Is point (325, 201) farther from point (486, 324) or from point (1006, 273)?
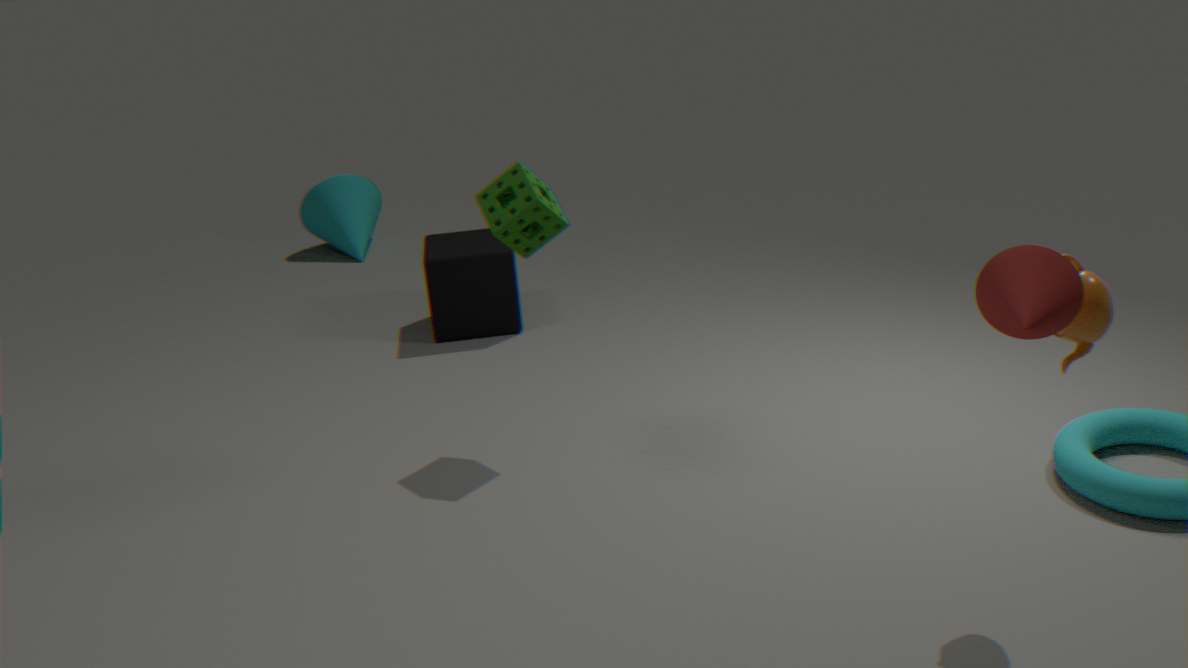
point (1006, 273)
